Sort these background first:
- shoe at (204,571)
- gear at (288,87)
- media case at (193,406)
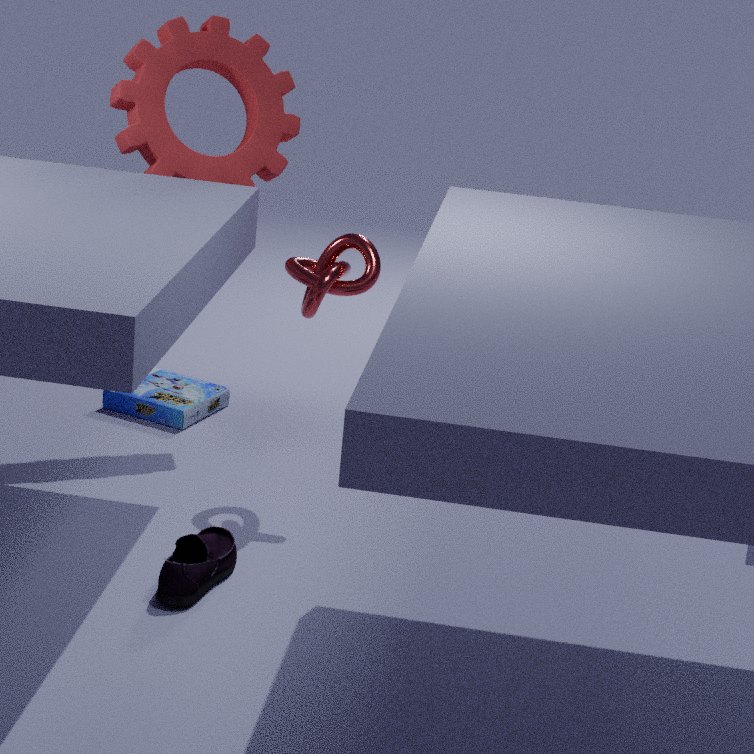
1. media case at (193,406)
2. gear at (288,87)
3. shoe at (204,571)
